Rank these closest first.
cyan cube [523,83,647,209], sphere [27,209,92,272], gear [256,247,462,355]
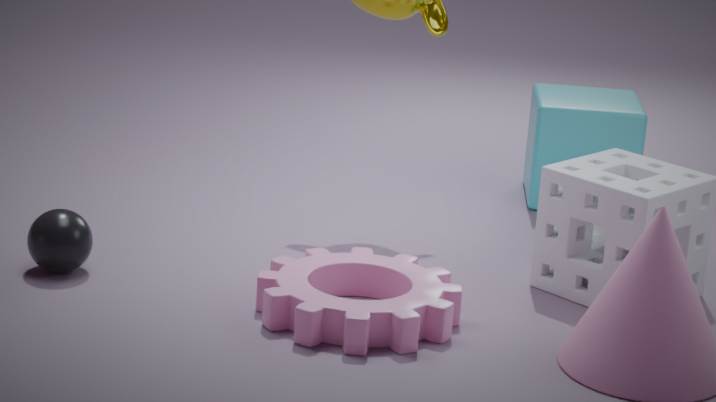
gear [256,247,462,355], sphere [27,209,92,272], cyan cube [523,83,647,209]
